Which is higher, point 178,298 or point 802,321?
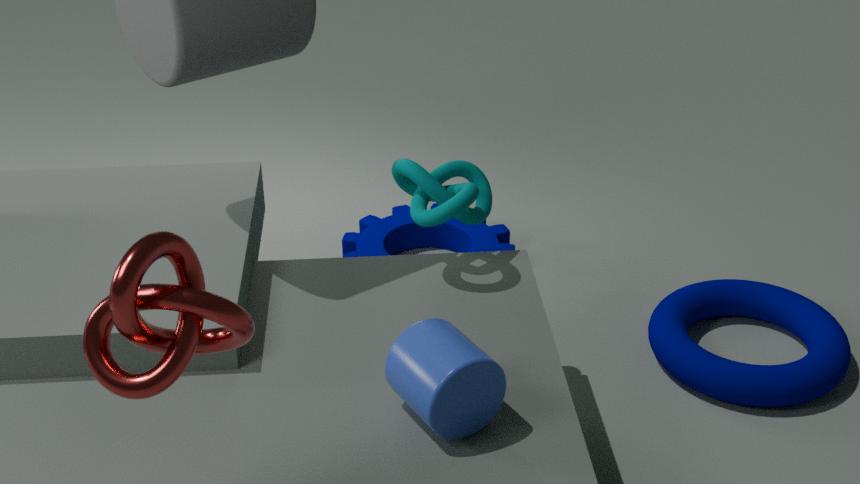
point 178,298
